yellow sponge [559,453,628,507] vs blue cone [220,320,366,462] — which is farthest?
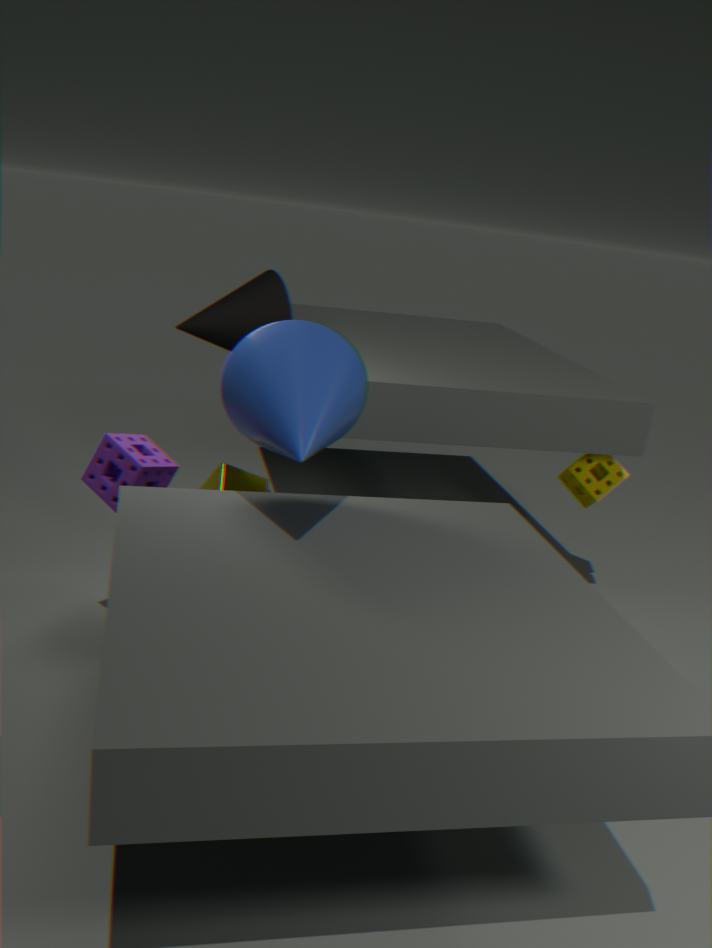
yellow sponge [559,453,628,507]
